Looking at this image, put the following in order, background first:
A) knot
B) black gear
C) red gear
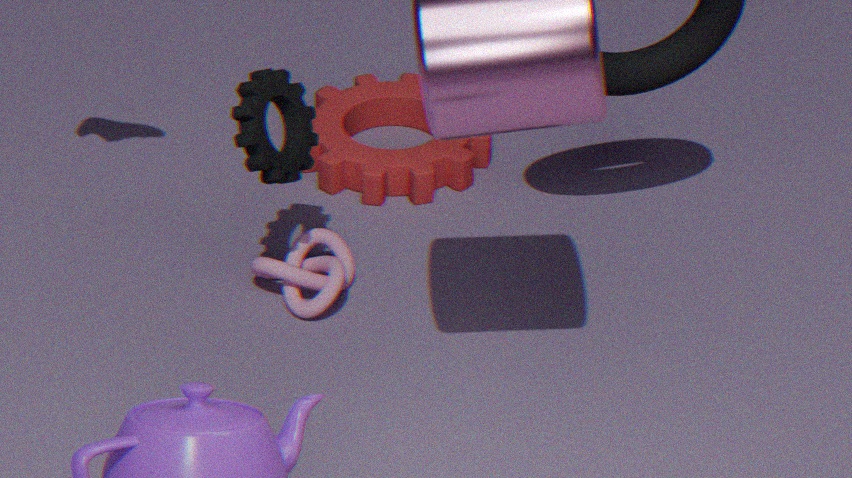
1. red gear
2. knot
3. black gear
